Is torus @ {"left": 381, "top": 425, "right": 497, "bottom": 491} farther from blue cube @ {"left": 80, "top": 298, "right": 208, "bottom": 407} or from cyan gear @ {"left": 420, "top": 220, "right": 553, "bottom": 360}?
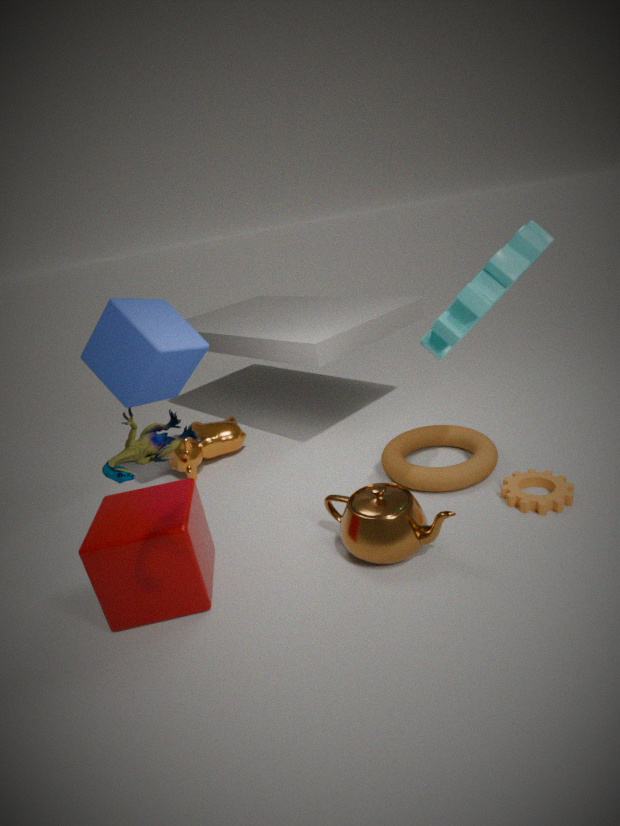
blue cube @ {"left": 80, "top": 298, "right": 208, "bottom": 407}
